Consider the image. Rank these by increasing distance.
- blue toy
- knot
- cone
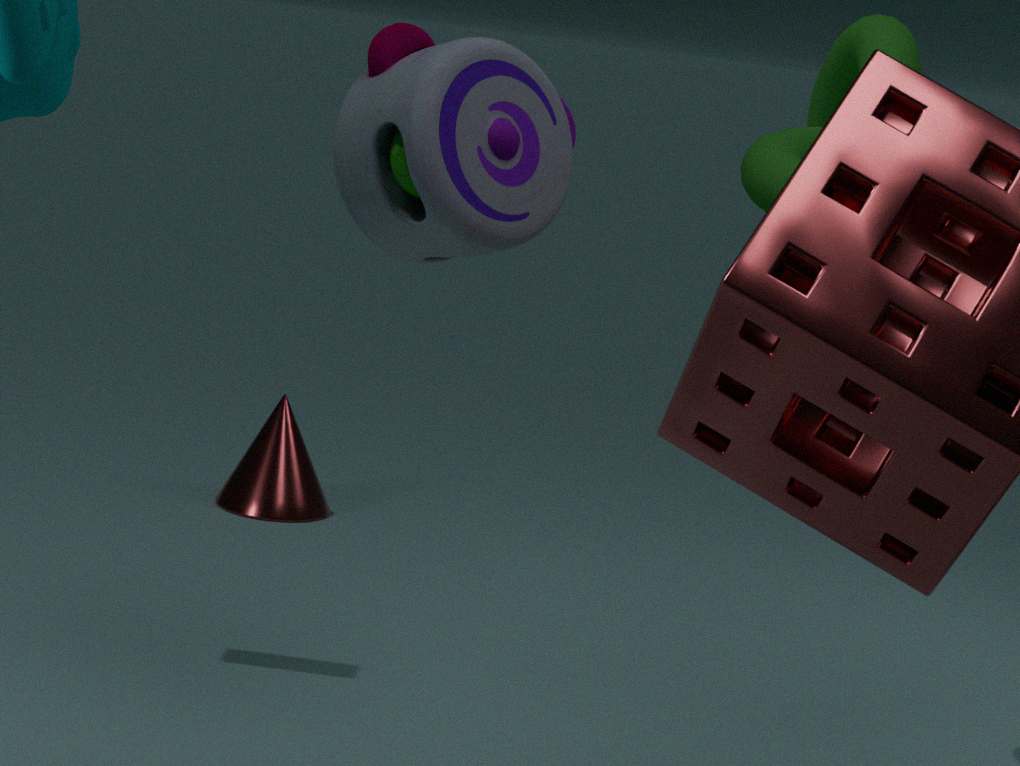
blue toy < knot < cone
